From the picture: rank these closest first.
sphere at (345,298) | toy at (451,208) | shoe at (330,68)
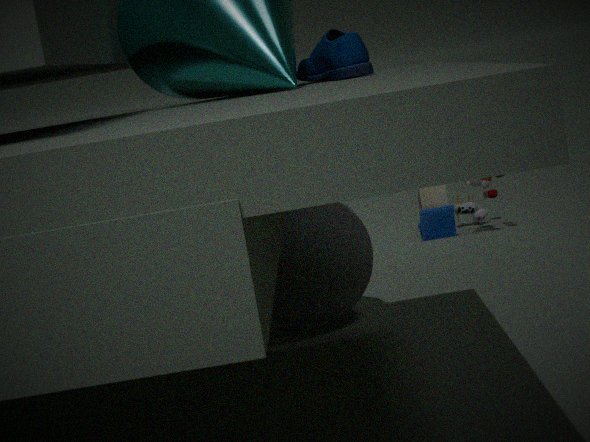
1. shoe at (330,68)
2. sphere at (345,298)
3. toy at (451,208)
